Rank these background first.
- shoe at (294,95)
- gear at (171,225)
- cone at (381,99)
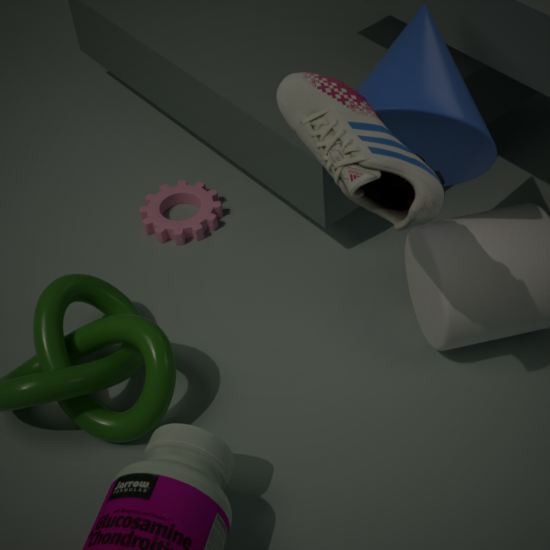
1. gear at (171,225)
2. cone at (381,99)
3. shoe at (294,95)
